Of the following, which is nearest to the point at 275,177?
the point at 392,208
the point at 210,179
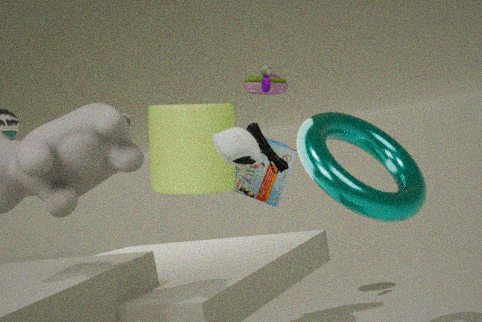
the point at 210,179
